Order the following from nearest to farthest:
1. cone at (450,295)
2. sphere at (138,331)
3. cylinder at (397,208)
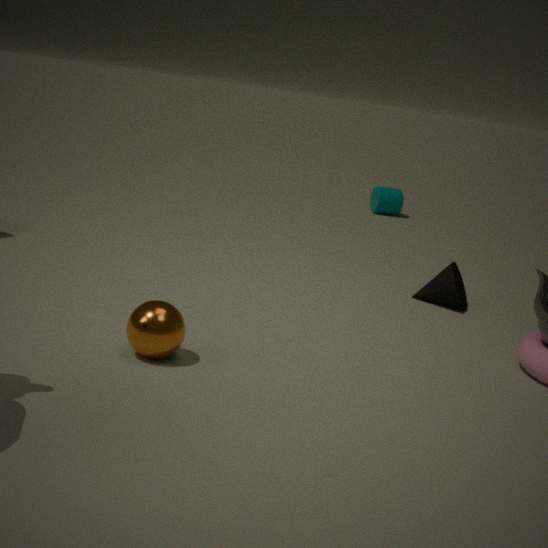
1. sphere at (138,331)
2. cone at (450,295)
3. cylinder at (397,208)
